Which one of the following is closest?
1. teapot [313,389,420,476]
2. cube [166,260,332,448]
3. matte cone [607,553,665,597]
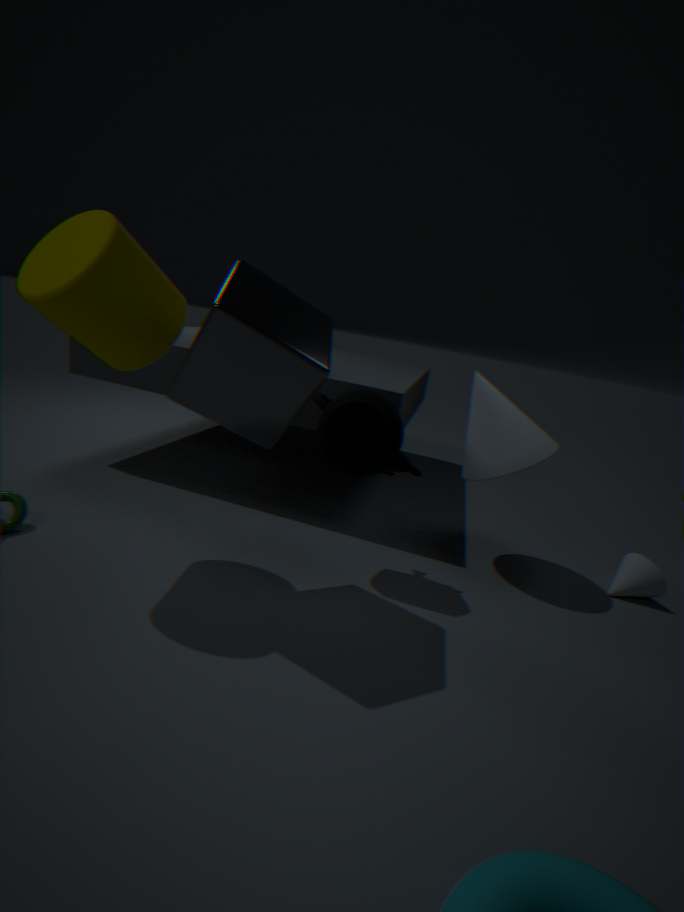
cube [166,260,332,448]
